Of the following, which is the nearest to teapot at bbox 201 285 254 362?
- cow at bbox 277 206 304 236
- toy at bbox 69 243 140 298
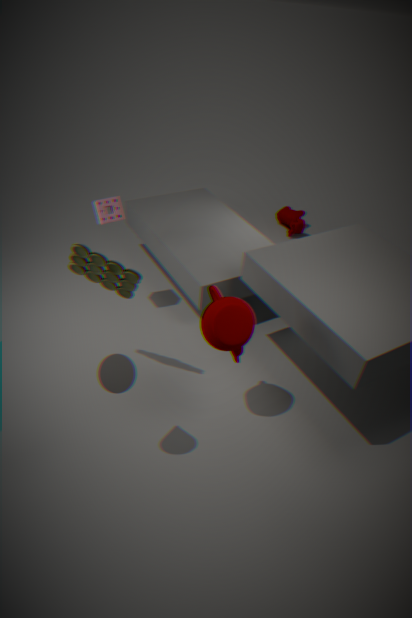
toy at bbox 69 243 140 298
